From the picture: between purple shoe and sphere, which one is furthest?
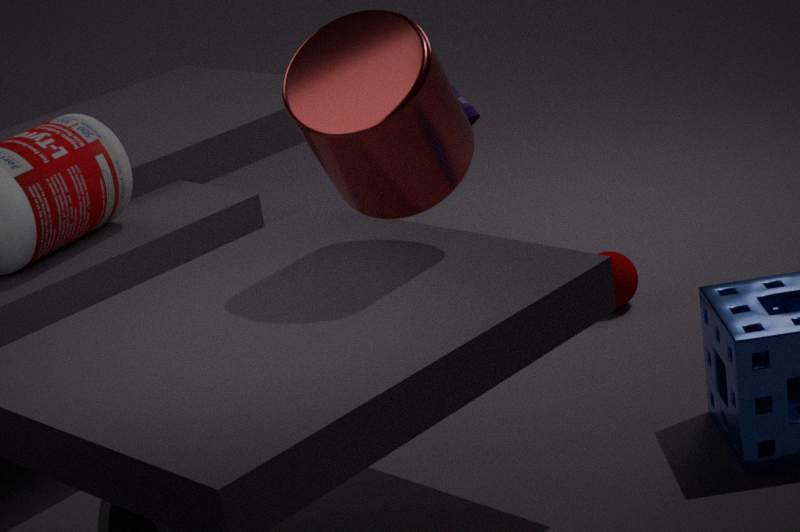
sphere
